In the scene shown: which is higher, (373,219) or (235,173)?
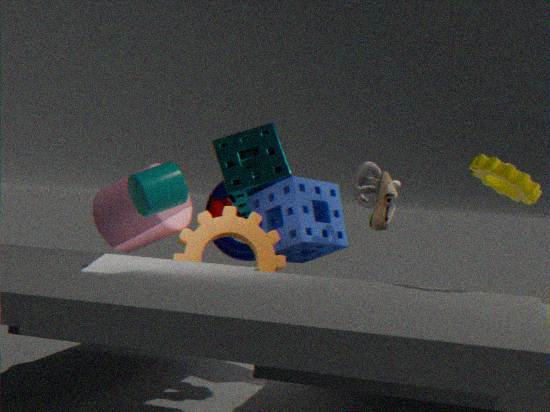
(235,173)
